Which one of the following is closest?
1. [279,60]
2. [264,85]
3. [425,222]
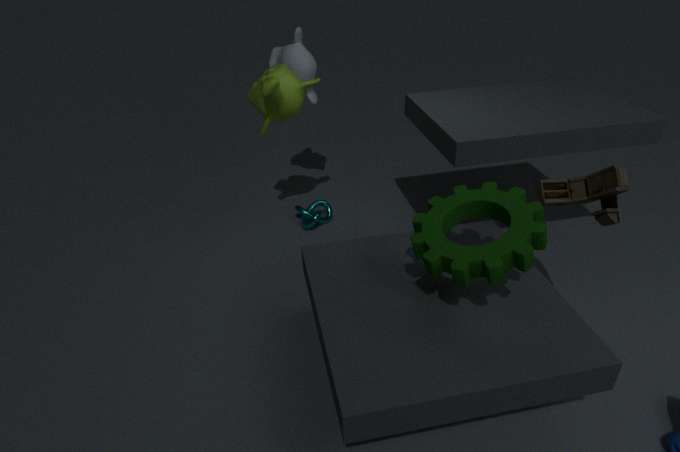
[425,222]
